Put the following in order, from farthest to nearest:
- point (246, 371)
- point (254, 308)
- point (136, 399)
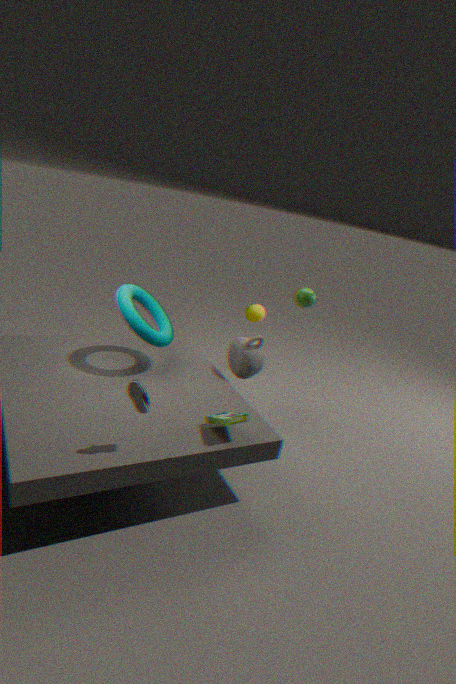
point (254, 308)
point (246, 371)
point (136, 399)
